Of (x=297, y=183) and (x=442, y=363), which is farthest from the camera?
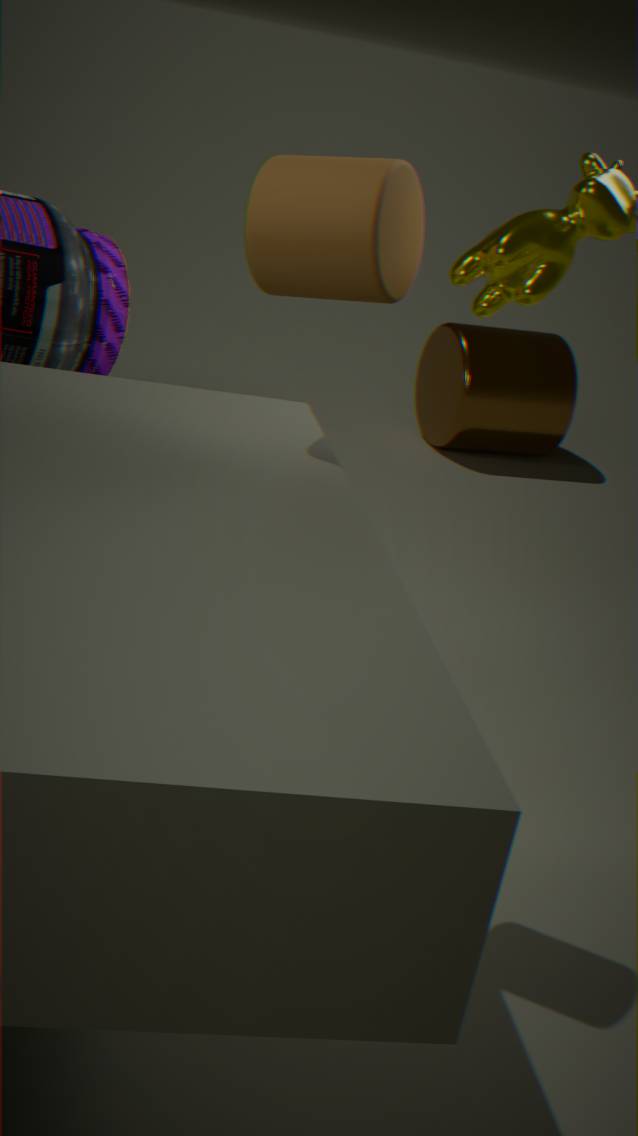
(x=442, y=363)
